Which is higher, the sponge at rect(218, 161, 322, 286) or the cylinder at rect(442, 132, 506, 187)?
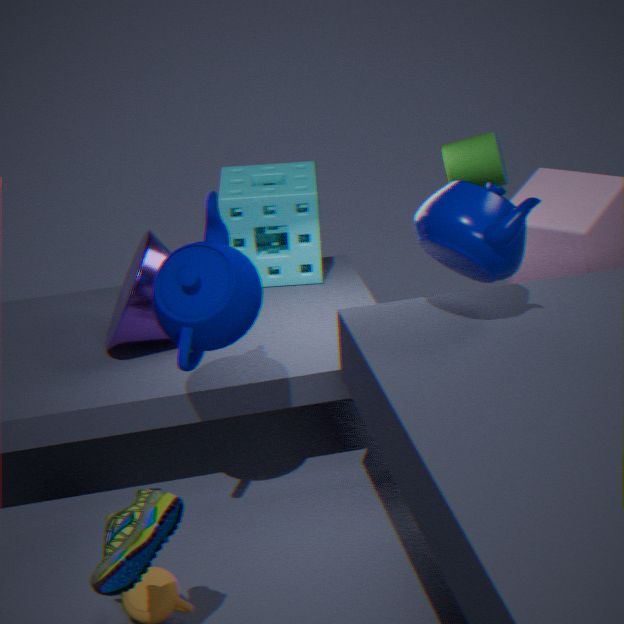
the cylinder at rect(442, 132, 506, 187)
